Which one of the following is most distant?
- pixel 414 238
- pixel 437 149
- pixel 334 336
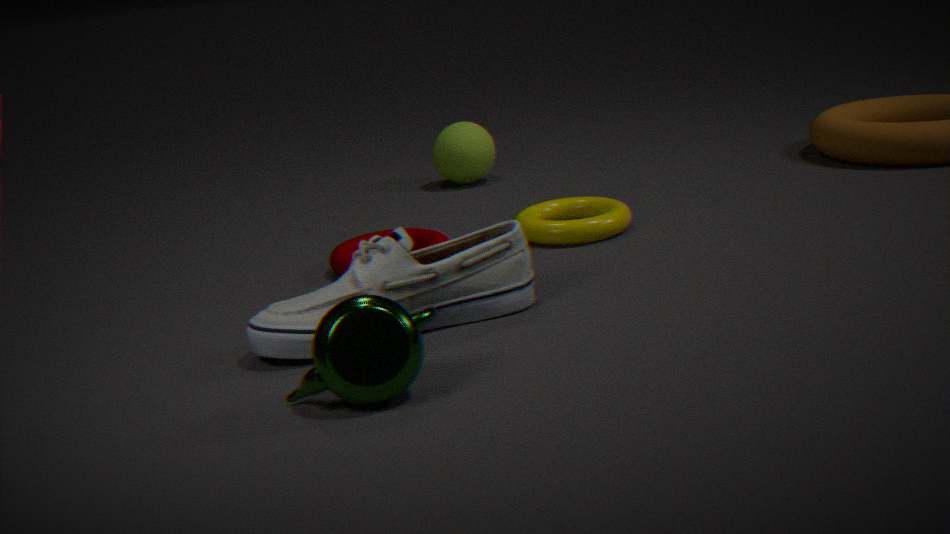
pixel 437 149
